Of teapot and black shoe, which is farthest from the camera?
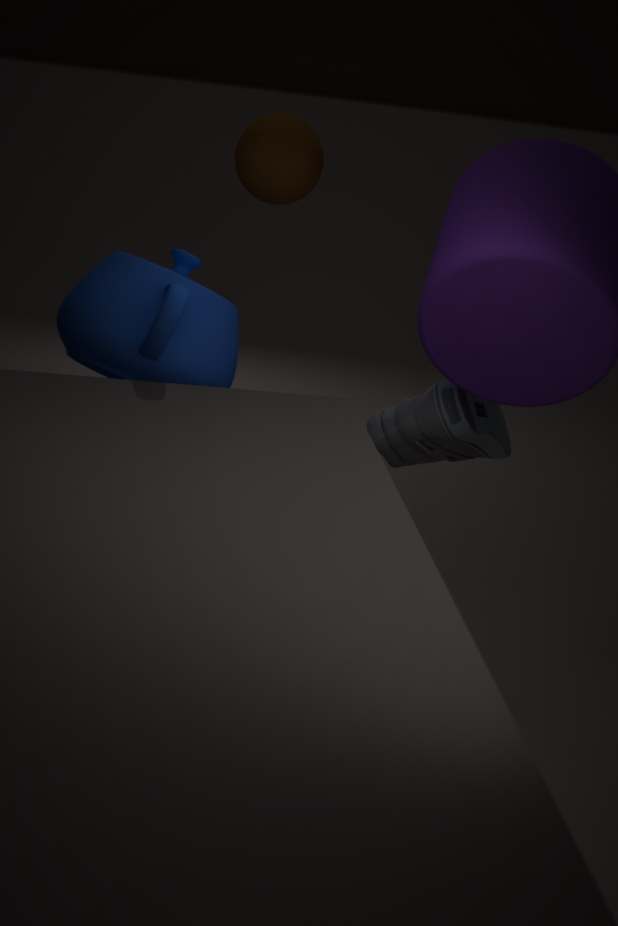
black shoe
